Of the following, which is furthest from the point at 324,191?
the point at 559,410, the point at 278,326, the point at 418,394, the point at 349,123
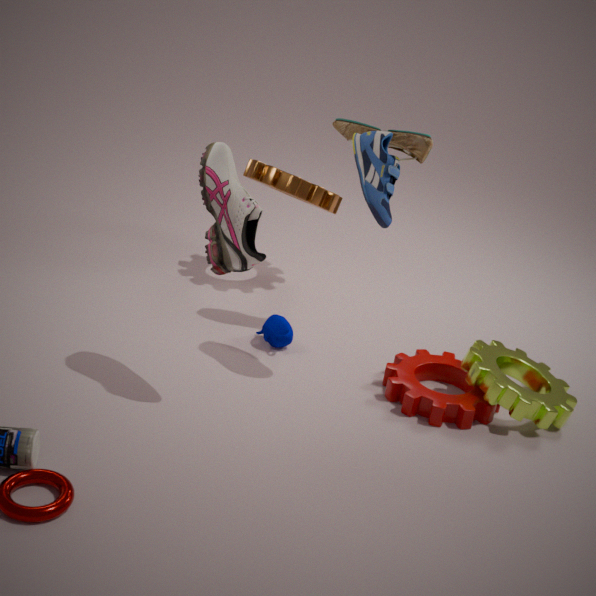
the point at 559,410
